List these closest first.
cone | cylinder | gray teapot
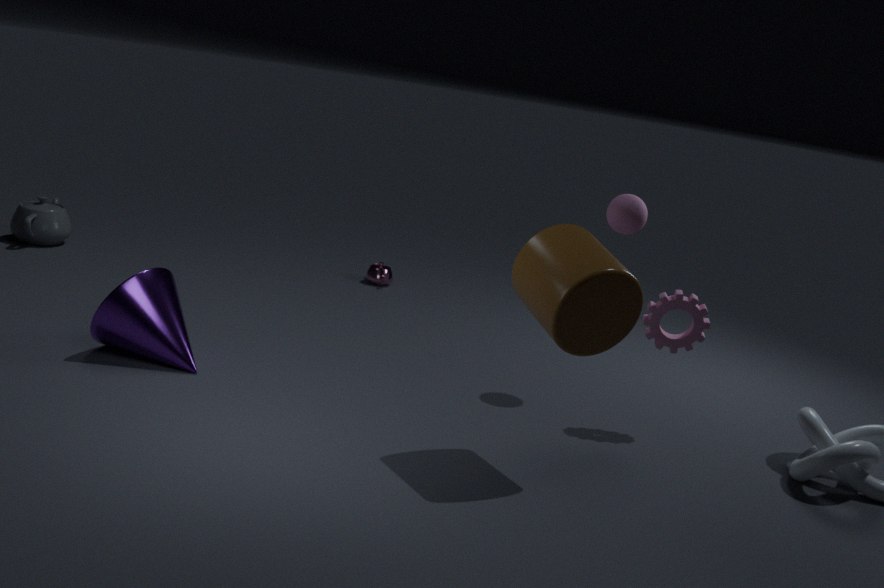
cylinder, cone, gray teapot
